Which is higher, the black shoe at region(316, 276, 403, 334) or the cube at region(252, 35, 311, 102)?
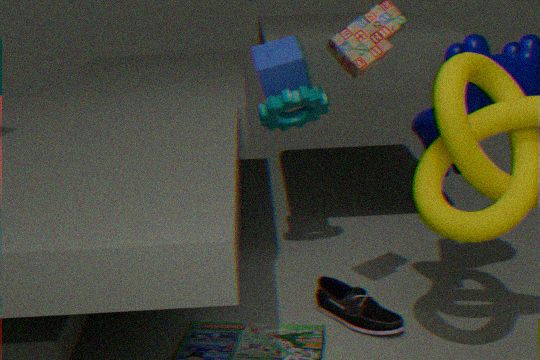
the cube at region(252, 35, 311, 102)
